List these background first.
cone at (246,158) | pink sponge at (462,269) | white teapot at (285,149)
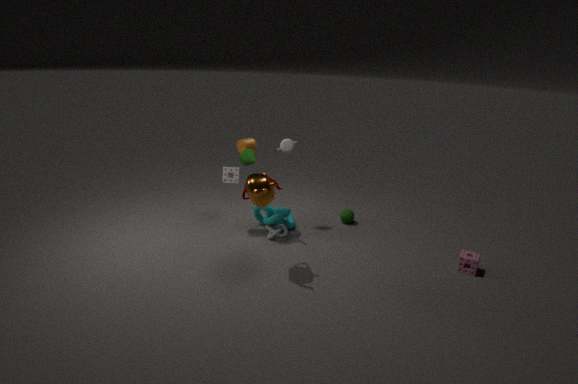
cone at (246,158)
white teapot at (285,149)
pink sponge at (462,269)
